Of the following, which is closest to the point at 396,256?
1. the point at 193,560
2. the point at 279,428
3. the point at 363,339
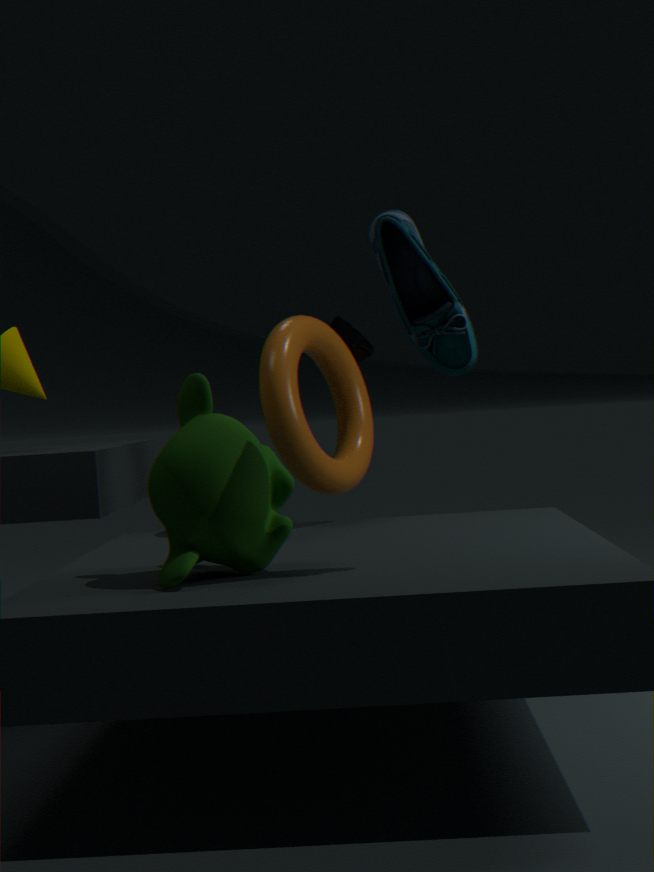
the point at 193,560
